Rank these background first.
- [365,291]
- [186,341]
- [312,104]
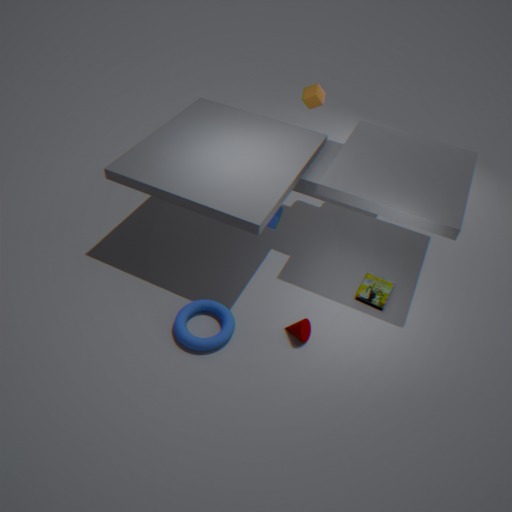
[312,104] < [365,291] < [186,341]
